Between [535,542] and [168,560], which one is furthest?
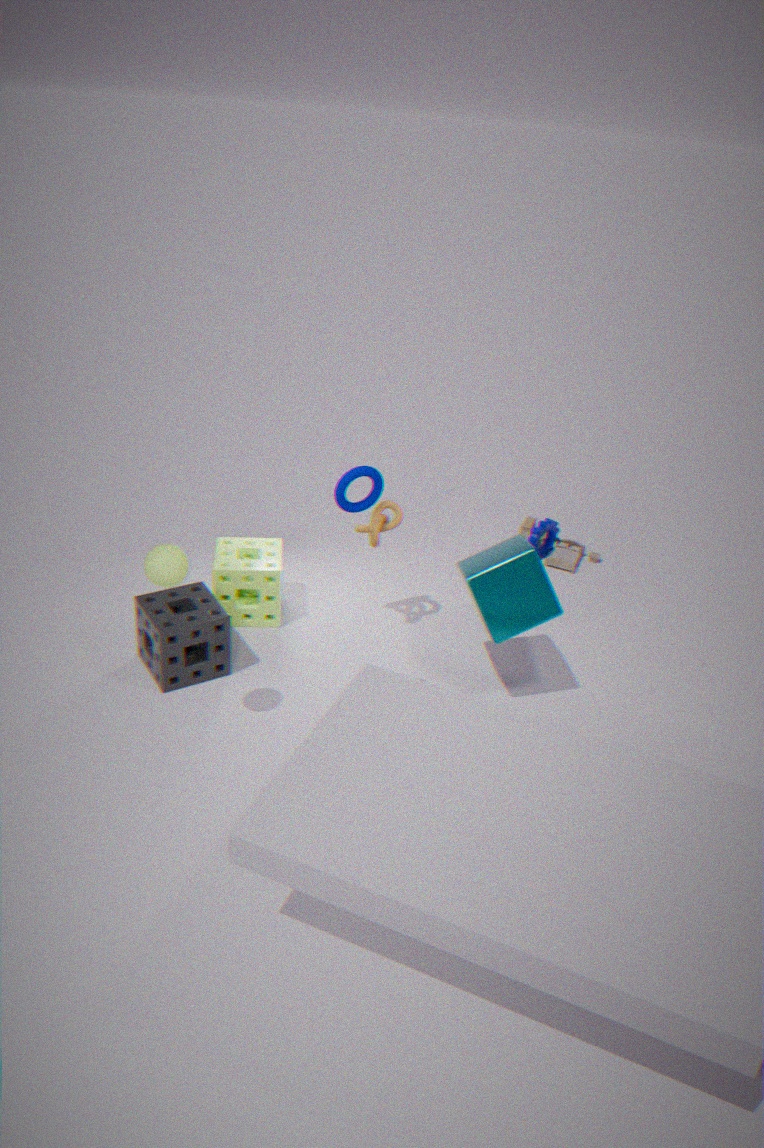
[535,542]
